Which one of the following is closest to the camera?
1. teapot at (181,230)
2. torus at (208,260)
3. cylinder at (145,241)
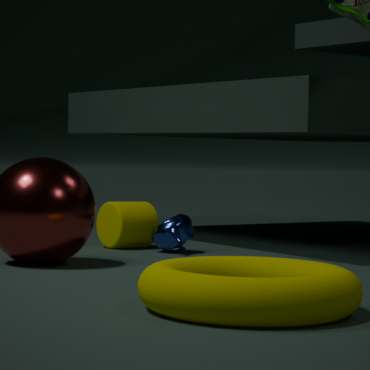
torus at (208,260)
